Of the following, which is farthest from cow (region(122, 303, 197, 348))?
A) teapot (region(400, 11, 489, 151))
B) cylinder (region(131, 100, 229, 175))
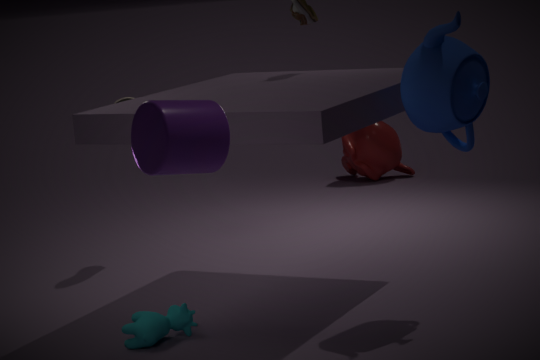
cylinder (region(131, 100, 229, 175))
